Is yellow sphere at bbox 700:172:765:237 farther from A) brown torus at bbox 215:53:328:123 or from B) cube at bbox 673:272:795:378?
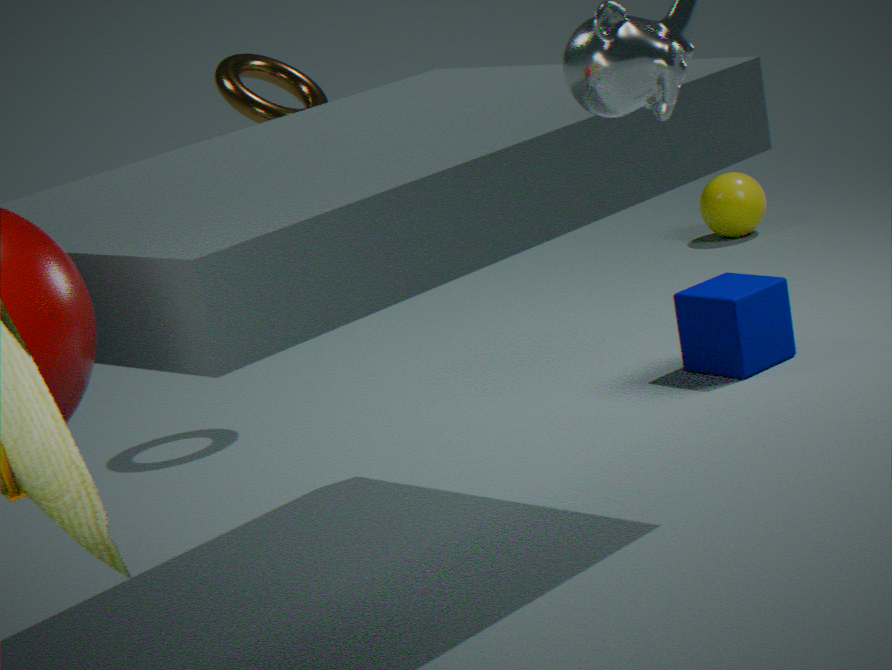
A) brown torus at bbox 215:53:328:123
